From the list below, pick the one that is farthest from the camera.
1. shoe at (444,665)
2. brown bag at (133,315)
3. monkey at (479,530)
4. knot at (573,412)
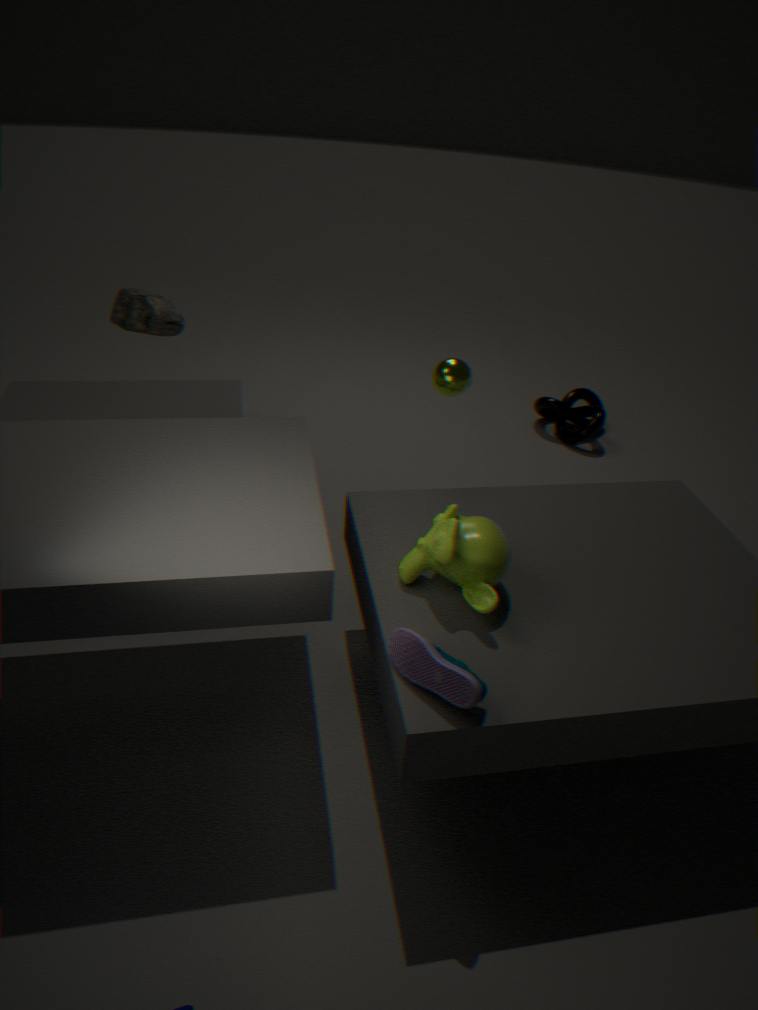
knot at (573,412)
